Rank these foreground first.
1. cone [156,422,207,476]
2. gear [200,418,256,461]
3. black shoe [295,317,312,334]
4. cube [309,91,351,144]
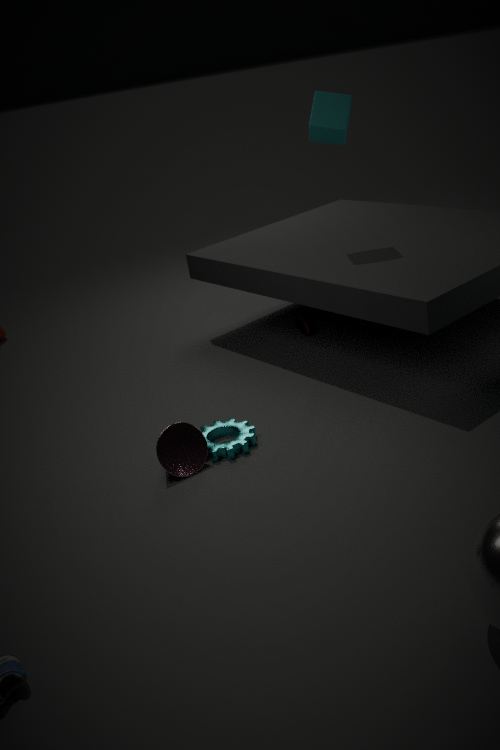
cone [156,422,207,476] < gear [200,418,256,461] < cube [309,91,351,144] < black shoe [295,317,312,334]
